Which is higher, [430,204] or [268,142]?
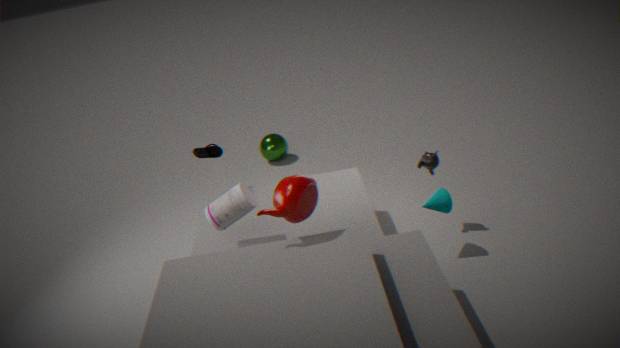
[430,204]
